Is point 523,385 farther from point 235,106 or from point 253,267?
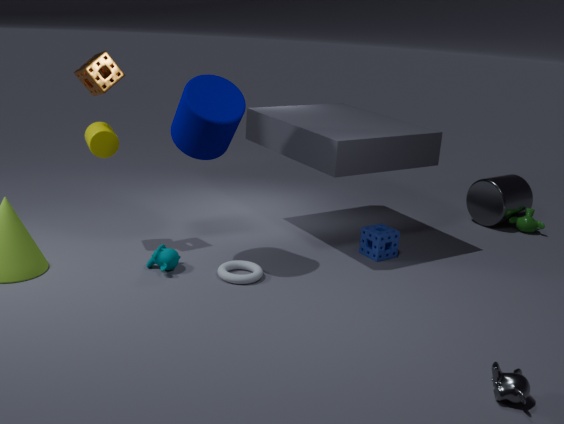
point 235,106
